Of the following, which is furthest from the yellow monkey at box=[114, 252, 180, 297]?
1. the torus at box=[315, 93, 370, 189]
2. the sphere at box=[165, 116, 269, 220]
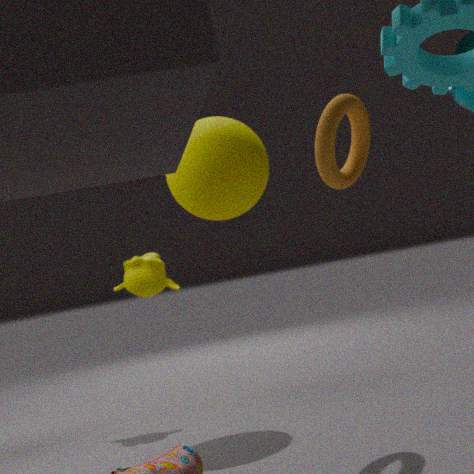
the torus at box=[315, 93, 370, 189]
